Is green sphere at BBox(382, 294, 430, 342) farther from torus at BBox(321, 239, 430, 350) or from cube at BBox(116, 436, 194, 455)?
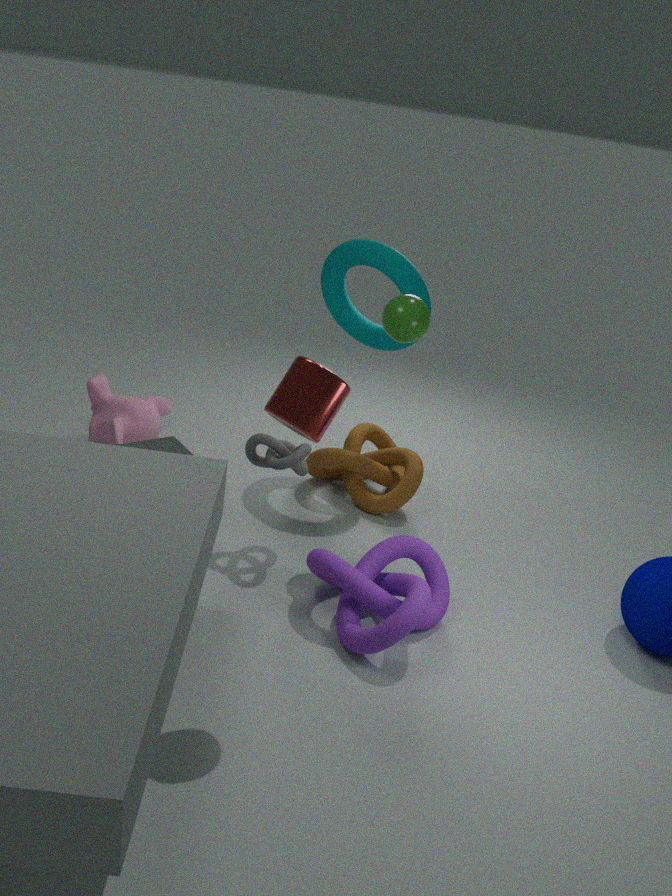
cube at BBox(116, 436, 194, 455)
